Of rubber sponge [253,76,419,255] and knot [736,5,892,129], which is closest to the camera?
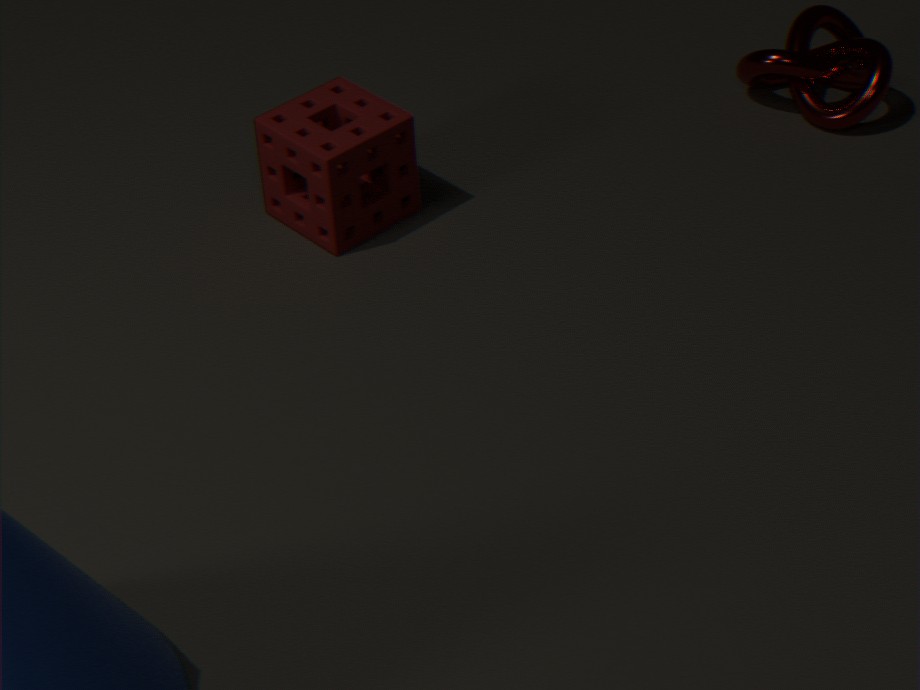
rubber sponge [253,76,419,255]
